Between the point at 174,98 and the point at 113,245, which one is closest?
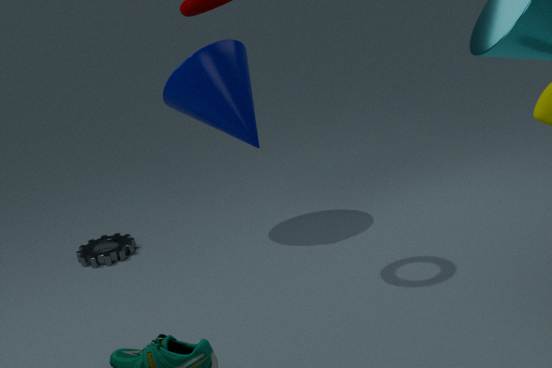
the point at 174,98
